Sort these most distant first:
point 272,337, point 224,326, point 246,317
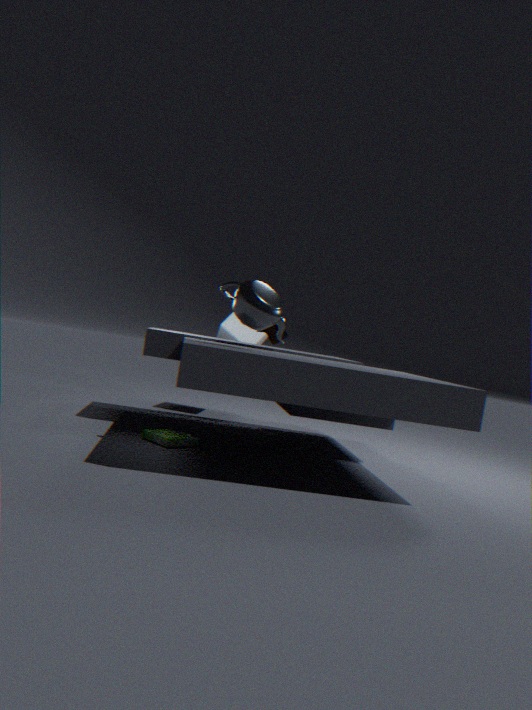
point 224,326 → point 272,337 → point 246,317
